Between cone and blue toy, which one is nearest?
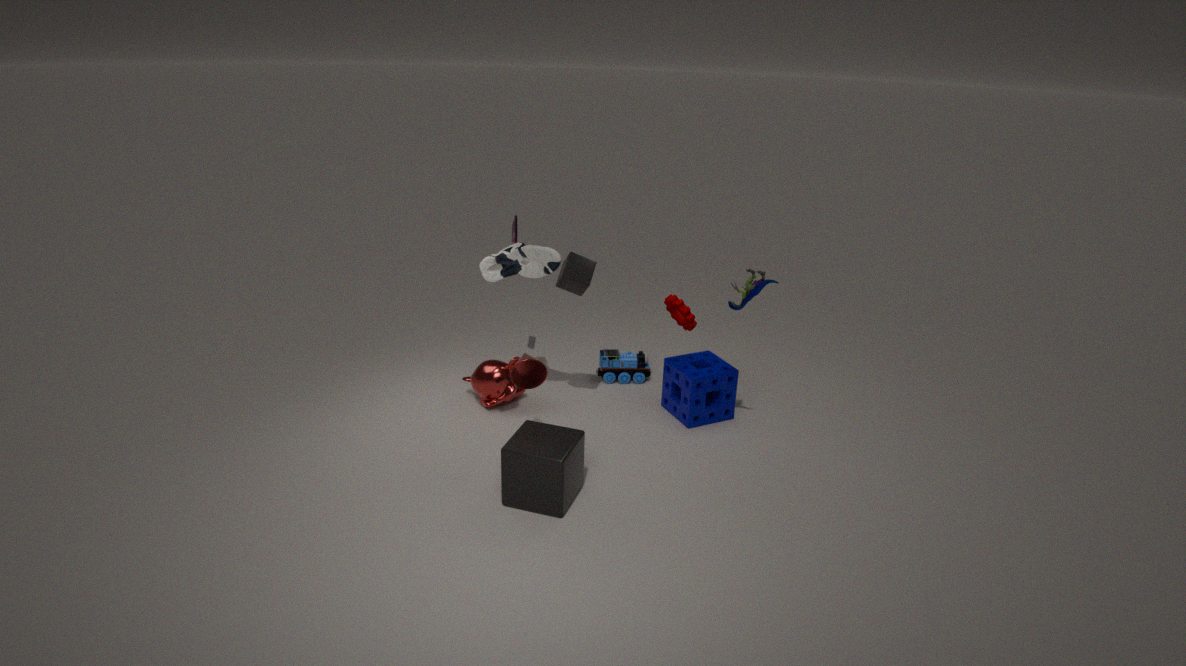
cone
